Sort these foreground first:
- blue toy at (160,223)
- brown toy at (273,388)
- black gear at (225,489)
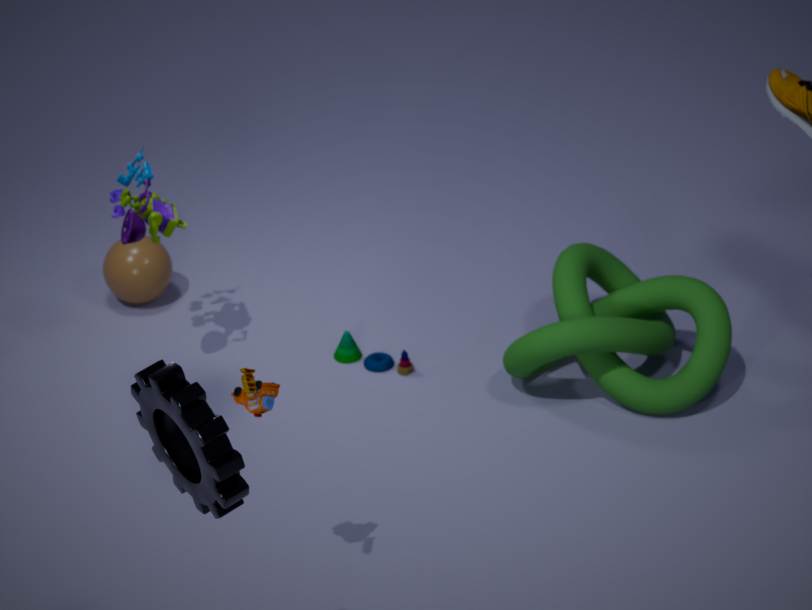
black gear at (225,489) → brown toy at (273,388) → blue toy at (160,223)
